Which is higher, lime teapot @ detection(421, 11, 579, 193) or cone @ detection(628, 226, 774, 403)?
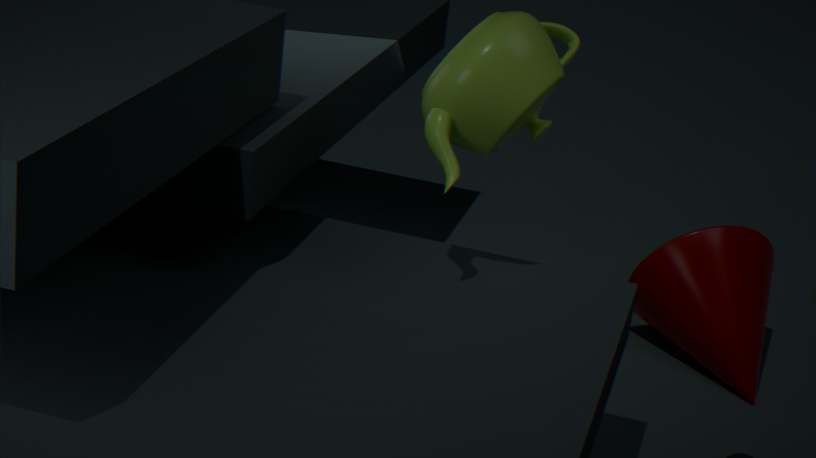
lime teapot @ detection(421, 11, 579, 193)
